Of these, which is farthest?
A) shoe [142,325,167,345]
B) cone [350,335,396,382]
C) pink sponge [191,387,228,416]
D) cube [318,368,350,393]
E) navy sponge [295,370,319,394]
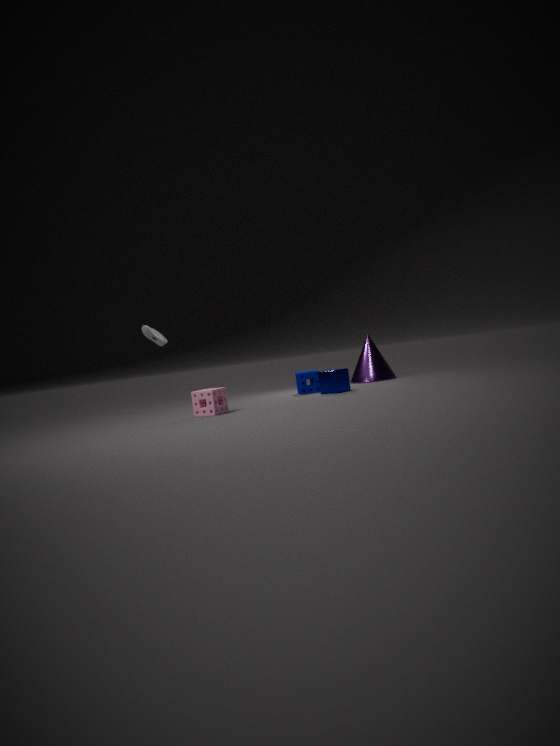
cone [350,335,396,382]
